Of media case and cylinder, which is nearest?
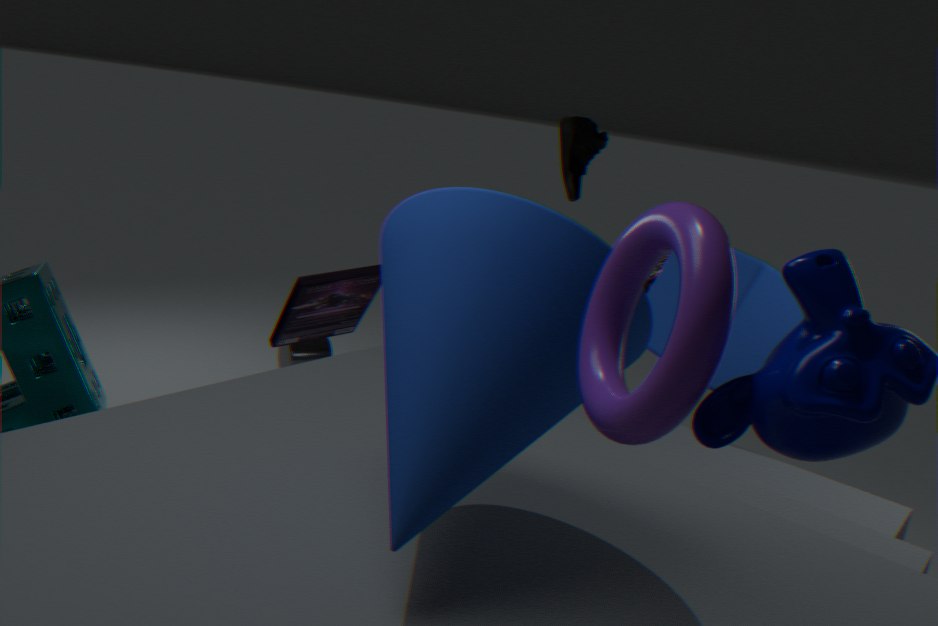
media case
